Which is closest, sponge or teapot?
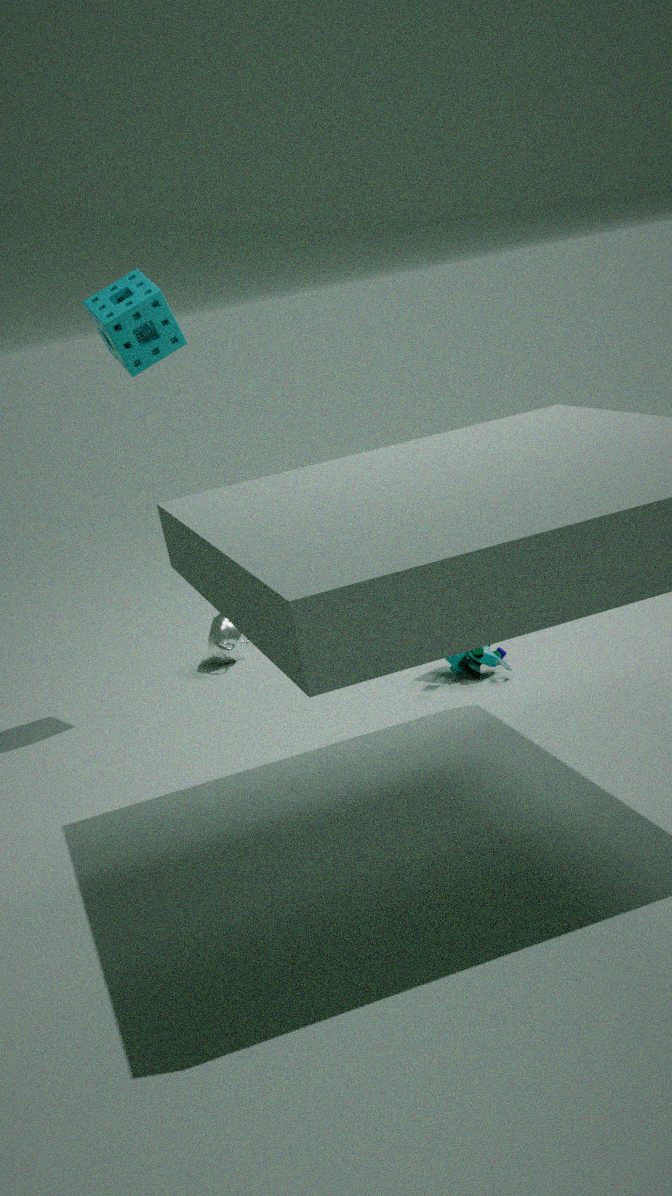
sponge
